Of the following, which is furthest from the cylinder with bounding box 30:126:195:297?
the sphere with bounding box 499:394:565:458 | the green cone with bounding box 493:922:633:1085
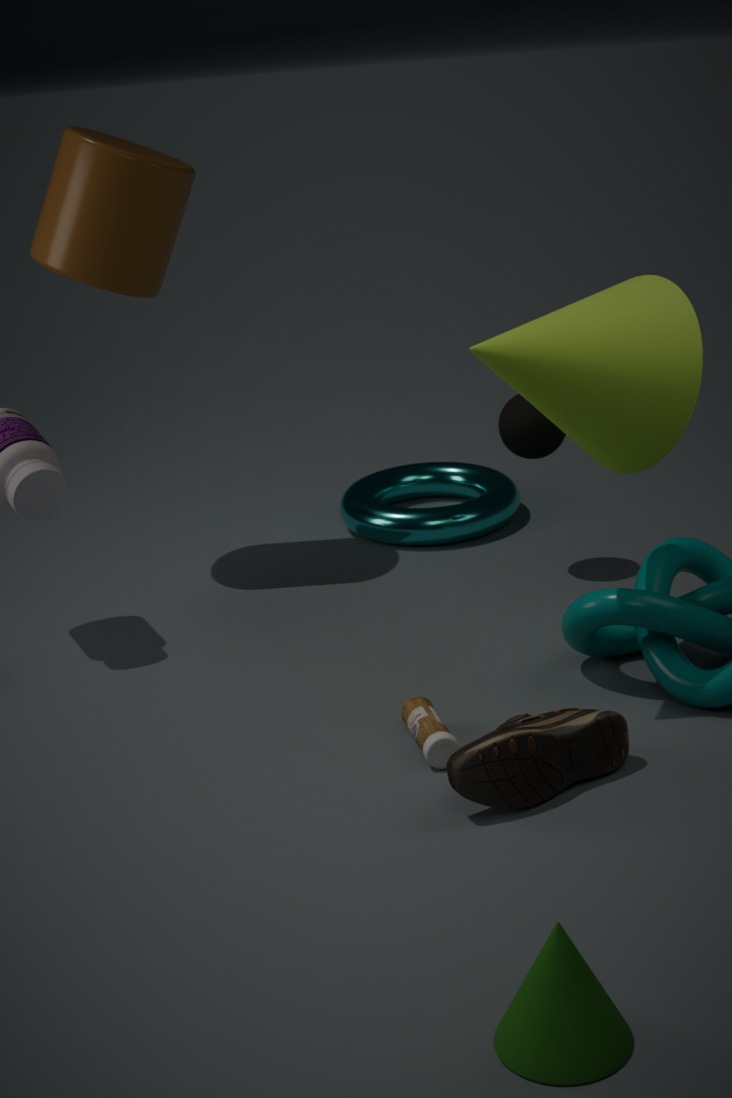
the green cone with bounding box 493:922:633:1085
